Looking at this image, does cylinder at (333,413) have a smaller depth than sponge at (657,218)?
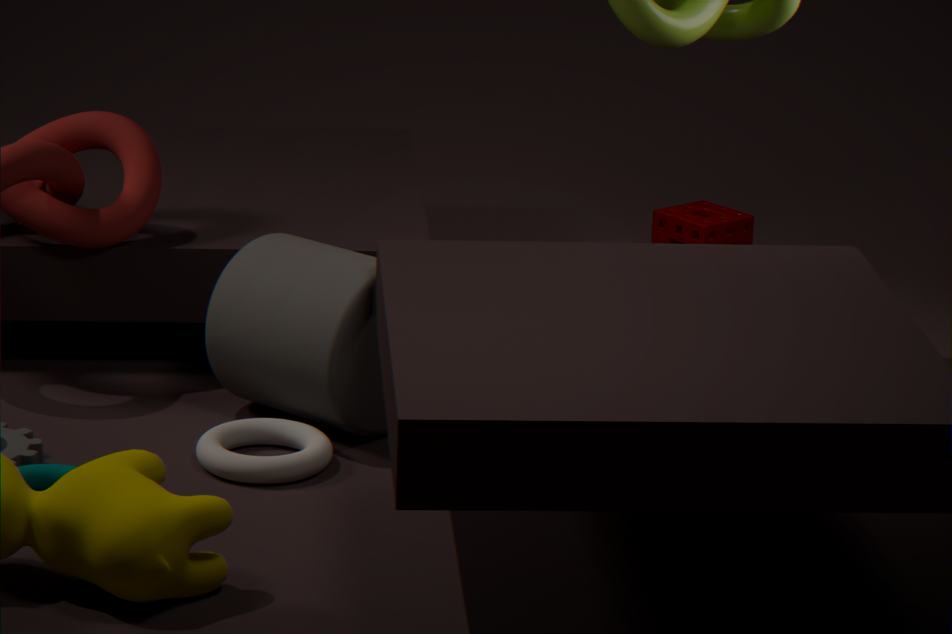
Yes
